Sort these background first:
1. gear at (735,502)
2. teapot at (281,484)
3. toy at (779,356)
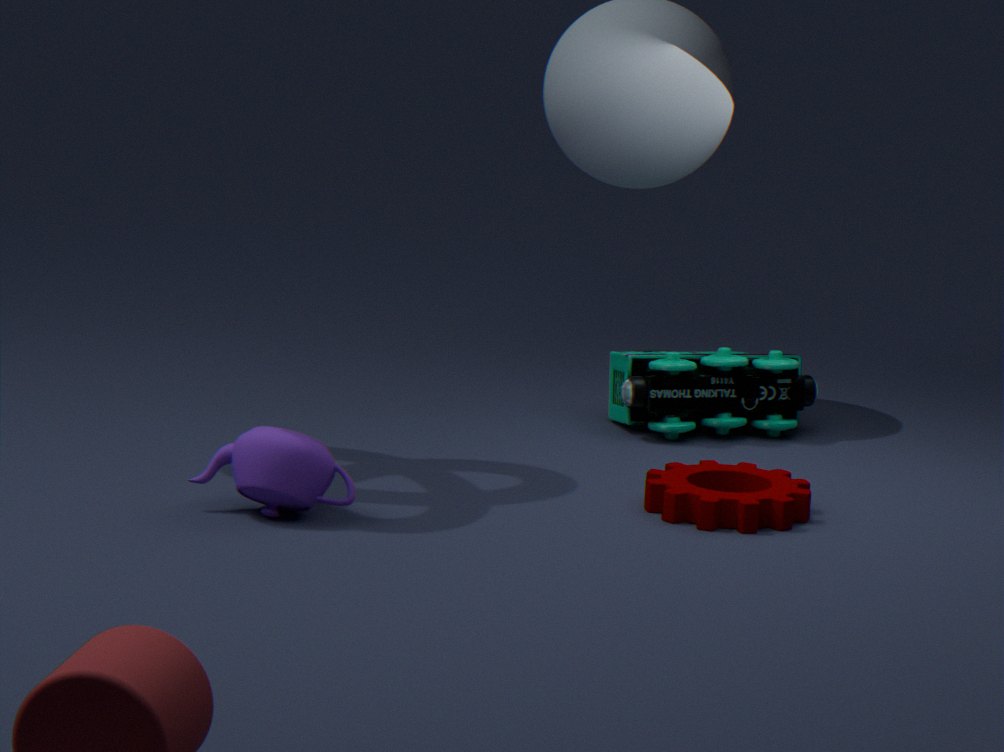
toy at (779,356)
gear at (735,502)
teapot at (281,484)
